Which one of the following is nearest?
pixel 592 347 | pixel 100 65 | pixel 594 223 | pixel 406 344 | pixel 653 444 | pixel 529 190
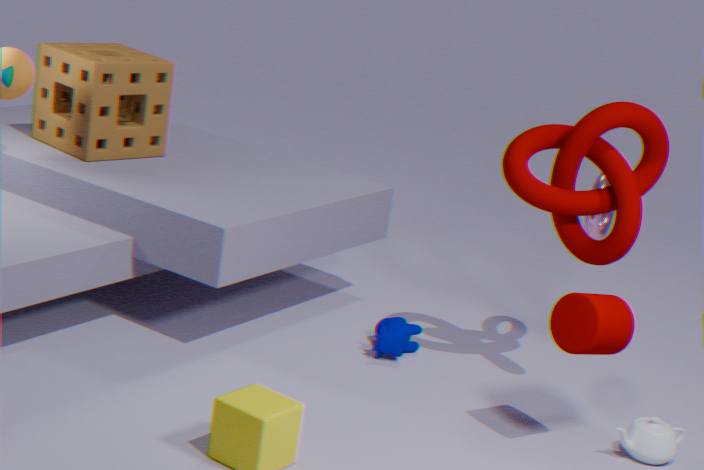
pixel 592 347
